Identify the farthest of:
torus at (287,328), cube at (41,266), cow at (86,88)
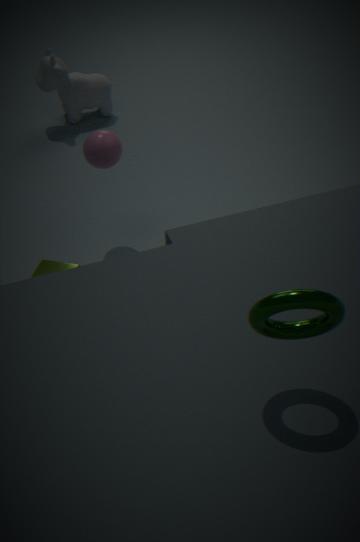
cow at (86,88)
